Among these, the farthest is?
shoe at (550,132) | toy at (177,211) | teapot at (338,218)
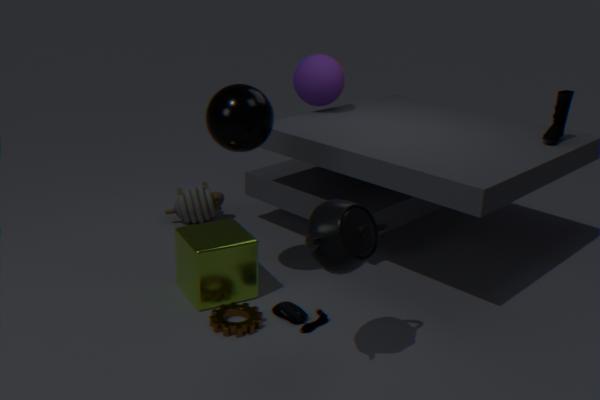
toy at (177,211)
